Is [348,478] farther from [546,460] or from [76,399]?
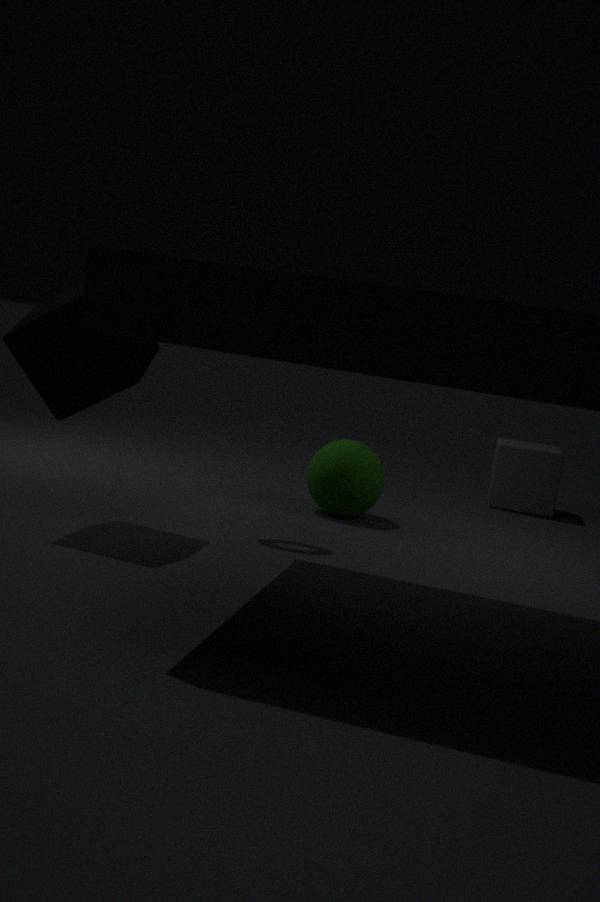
[76,399]
